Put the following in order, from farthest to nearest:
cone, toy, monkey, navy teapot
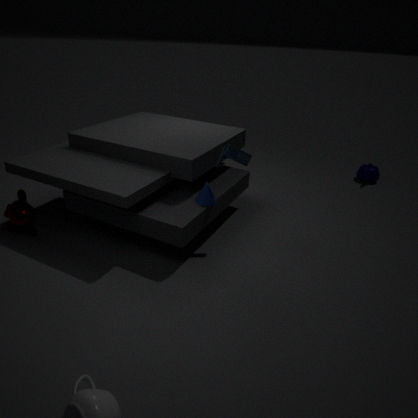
navy teapot → monkey → cone → toy
